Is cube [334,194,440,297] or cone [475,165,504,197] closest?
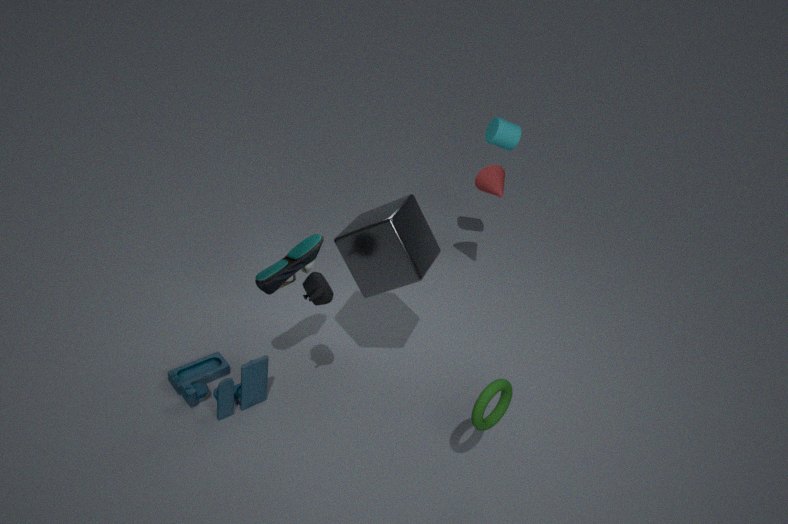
cube [334,194,440,297]
